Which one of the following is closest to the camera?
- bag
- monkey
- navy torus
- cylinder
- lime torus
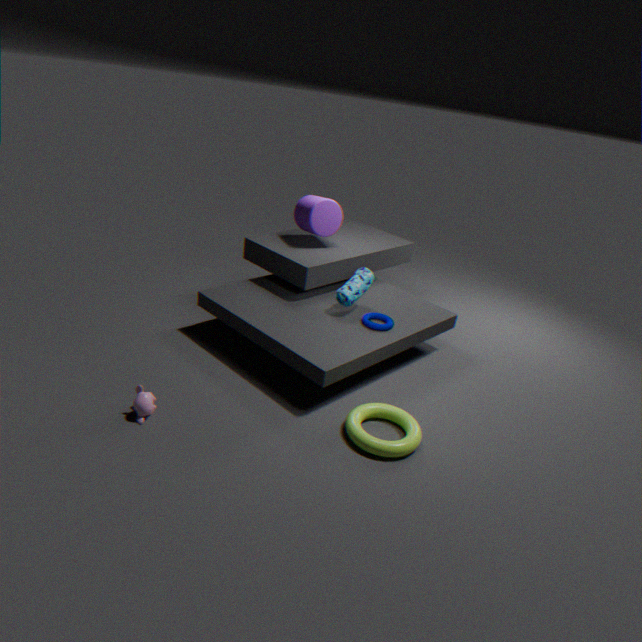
monkey
